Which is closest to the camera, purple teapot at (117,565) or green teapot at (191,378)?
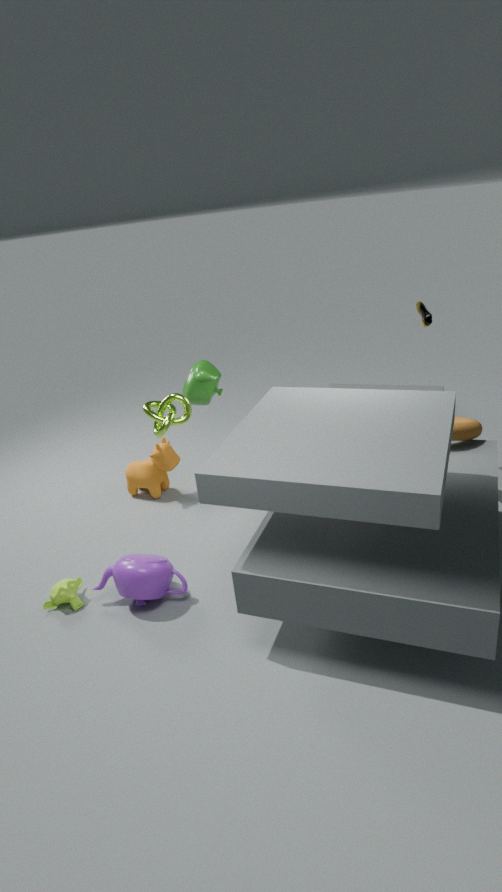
purple teapot at (117,565)
